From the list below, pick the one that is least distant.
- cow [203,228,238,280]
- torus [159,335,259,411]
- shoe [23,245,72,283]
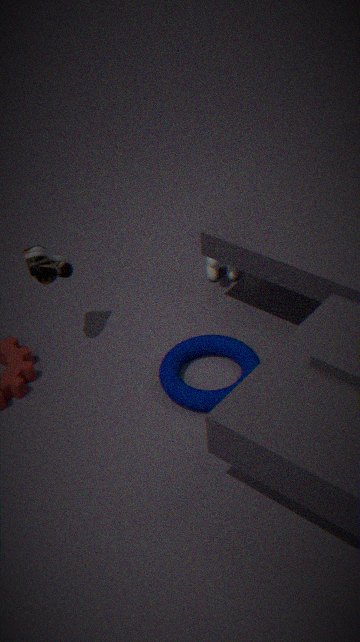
torus [159,335,259,411]
